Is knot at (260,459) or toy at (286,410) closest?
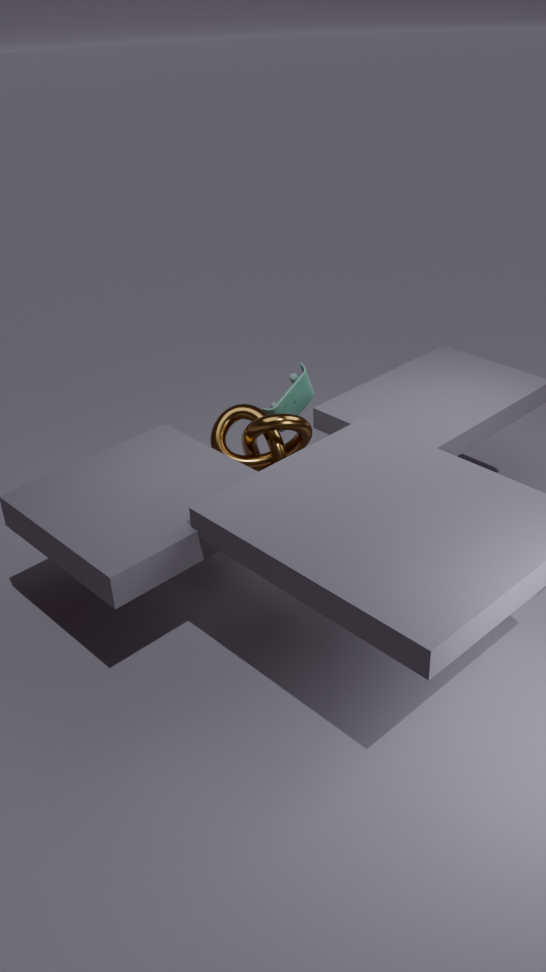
knot at (260,459)
